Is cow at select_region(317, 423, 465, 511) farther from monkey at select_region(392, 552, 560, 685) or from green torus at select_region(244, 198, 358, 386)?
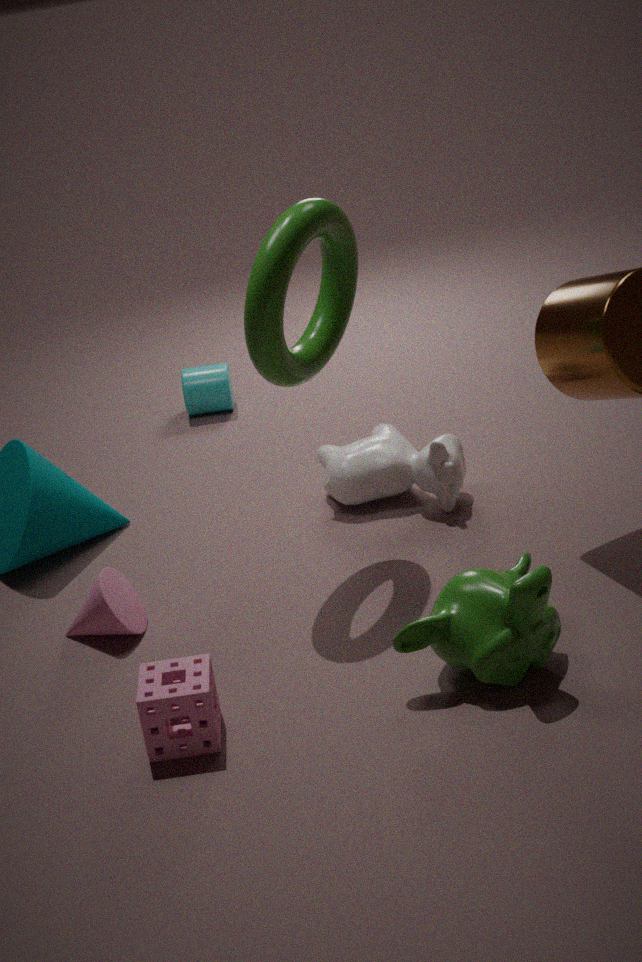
monkey at select_region(392, 552, 560, 685)
